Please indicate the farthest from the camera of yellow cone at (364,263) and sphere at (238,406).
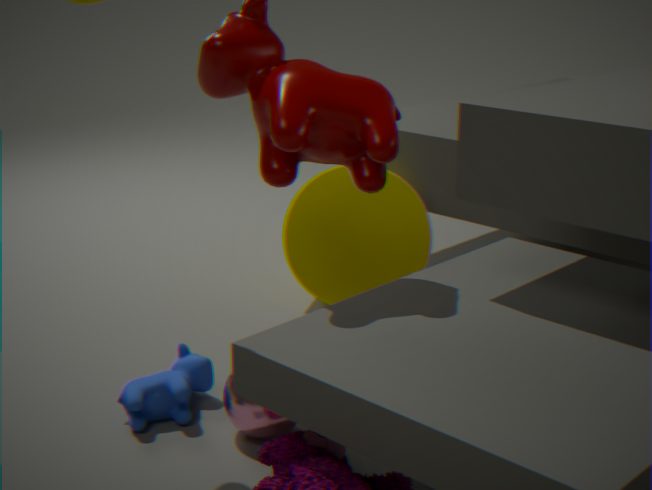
yellow cone at (364,263)
